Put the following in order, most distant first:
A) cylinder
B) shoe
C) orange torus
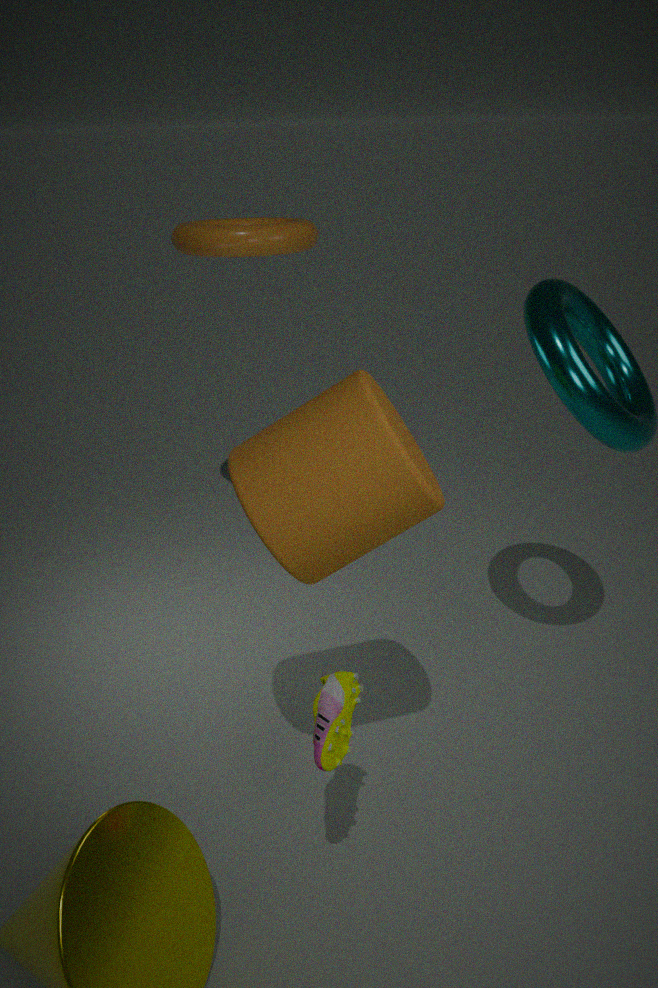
1. orange torus
2. shoe
3. cylinder
